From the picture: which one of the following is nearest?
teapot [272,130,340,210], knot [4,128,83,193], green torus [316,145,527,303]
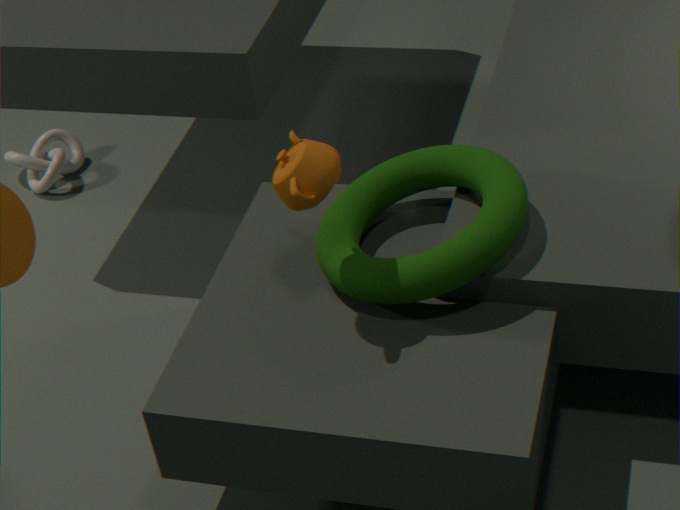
teapot [272,130,340,210]
